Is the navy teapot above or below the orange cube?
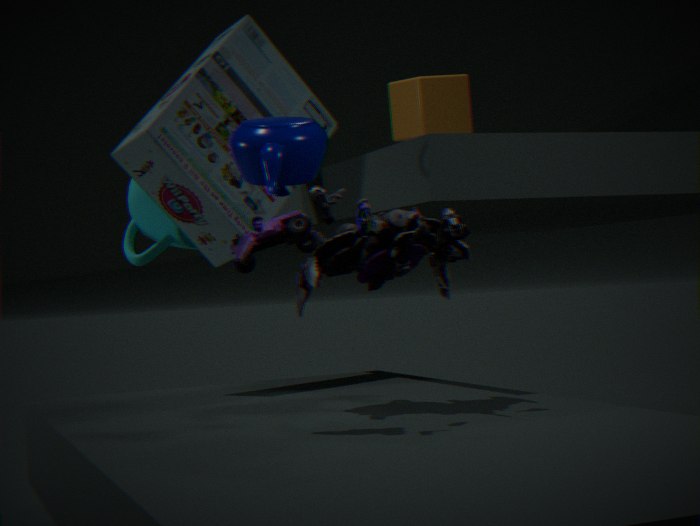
below
